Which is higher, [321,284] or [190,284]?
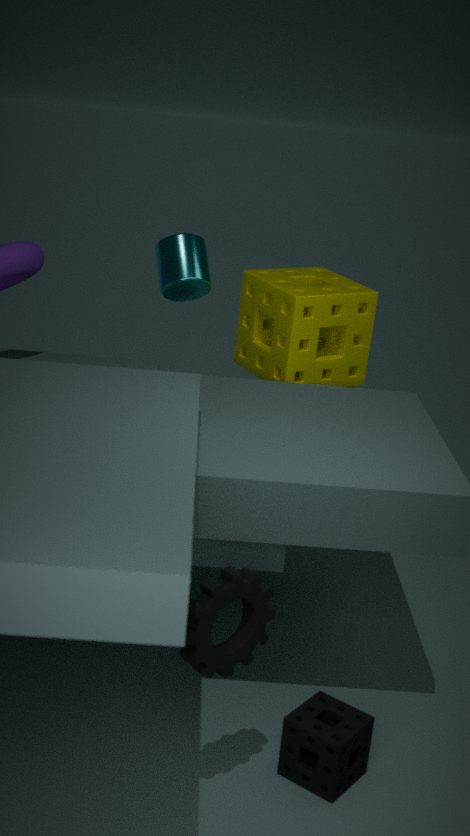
[190,284]
